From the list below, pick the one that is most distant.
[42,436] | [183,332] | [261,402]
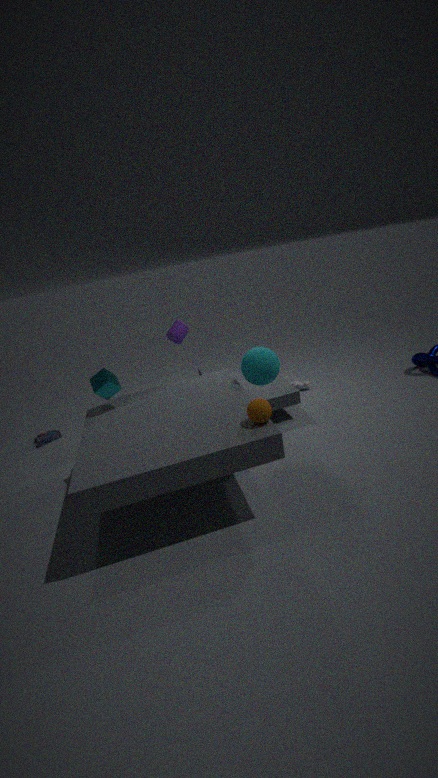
[42,436]
